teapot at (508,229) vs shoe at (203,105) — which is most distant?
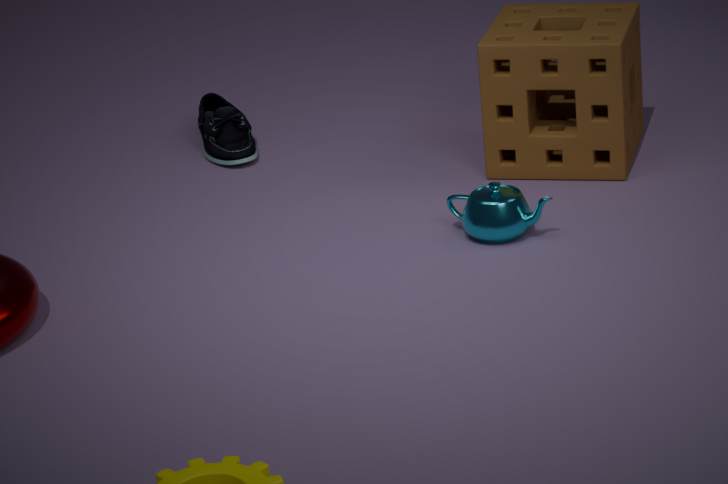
shoe at (203,105)
